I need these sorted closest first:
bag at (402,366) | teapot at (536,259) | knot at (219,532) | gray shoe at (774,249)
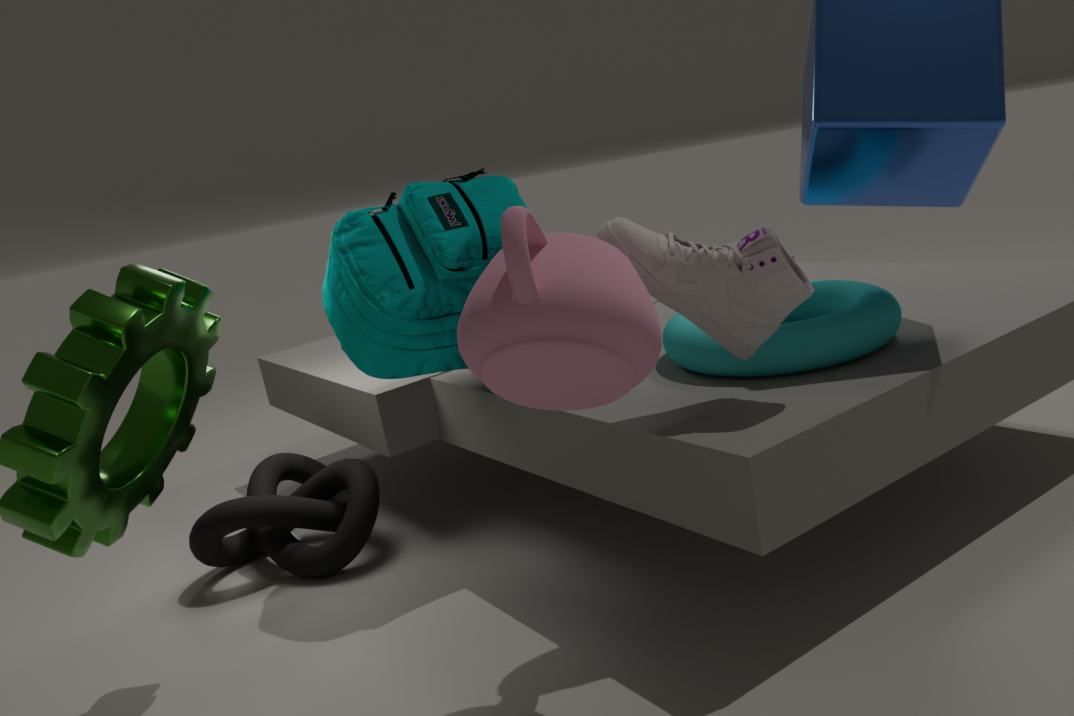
teapot at (536,259) < gray shoe at (774,249) < bag at (402,366) < knot at (219,532)
